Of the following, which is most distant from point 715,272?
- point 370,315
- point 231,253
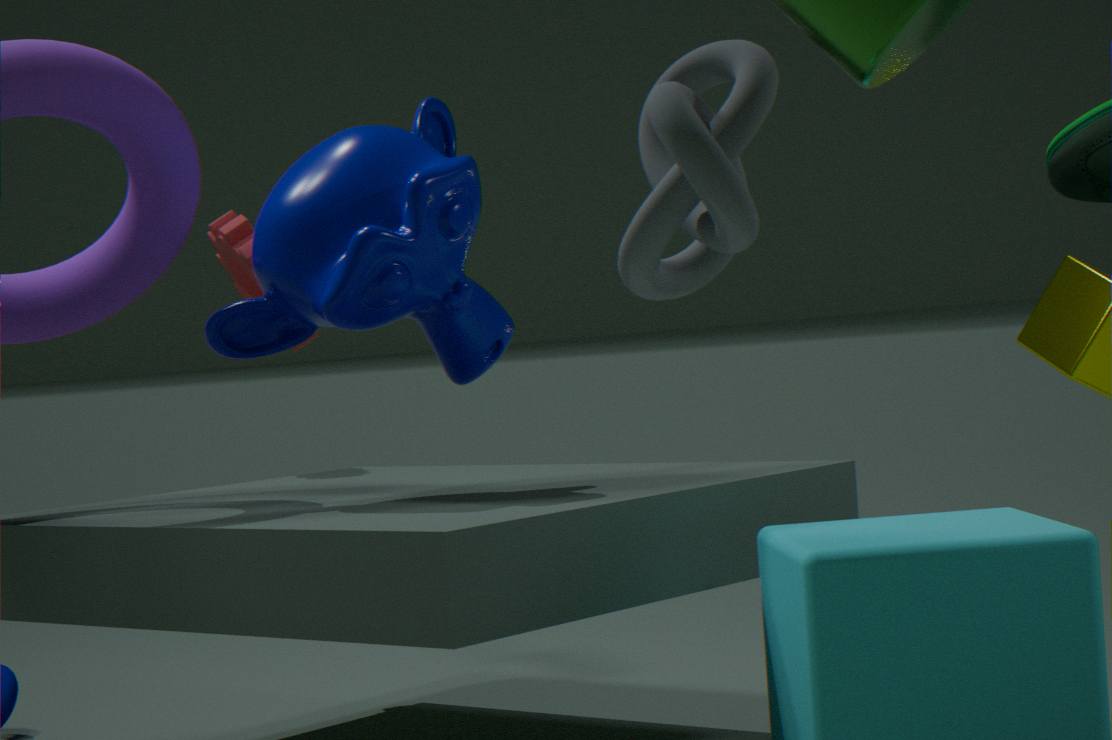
point 231,253
